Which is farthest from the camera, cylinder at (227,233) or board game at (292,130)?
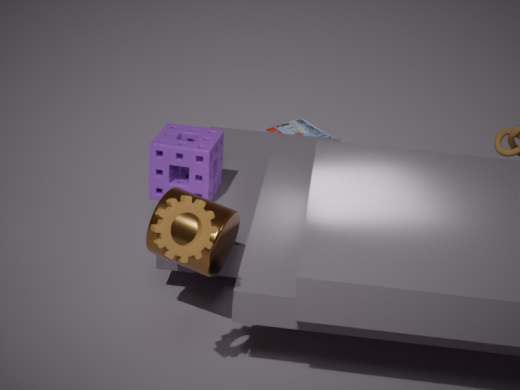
board game at (292,130)
